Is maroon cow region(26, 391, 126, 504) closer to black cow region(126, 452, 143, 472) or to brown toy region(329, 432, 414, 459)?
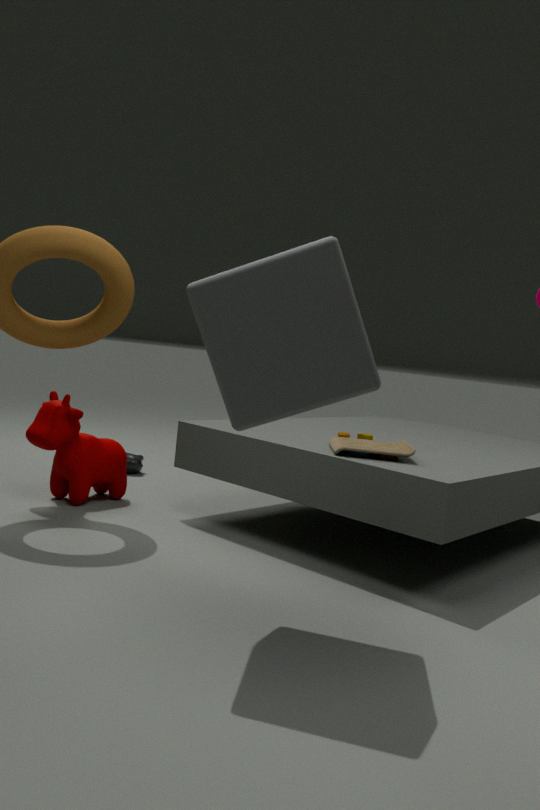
black cow region(126, 452, 143, 472)
